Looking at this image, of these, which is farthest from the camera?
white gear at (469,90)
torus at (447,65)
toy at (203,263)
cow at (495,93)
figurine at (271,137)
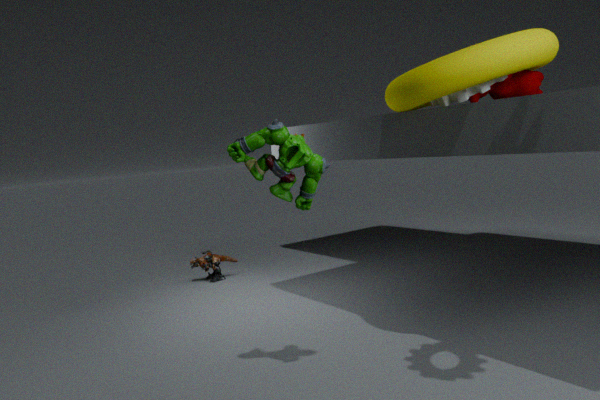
toy at (203,263)
